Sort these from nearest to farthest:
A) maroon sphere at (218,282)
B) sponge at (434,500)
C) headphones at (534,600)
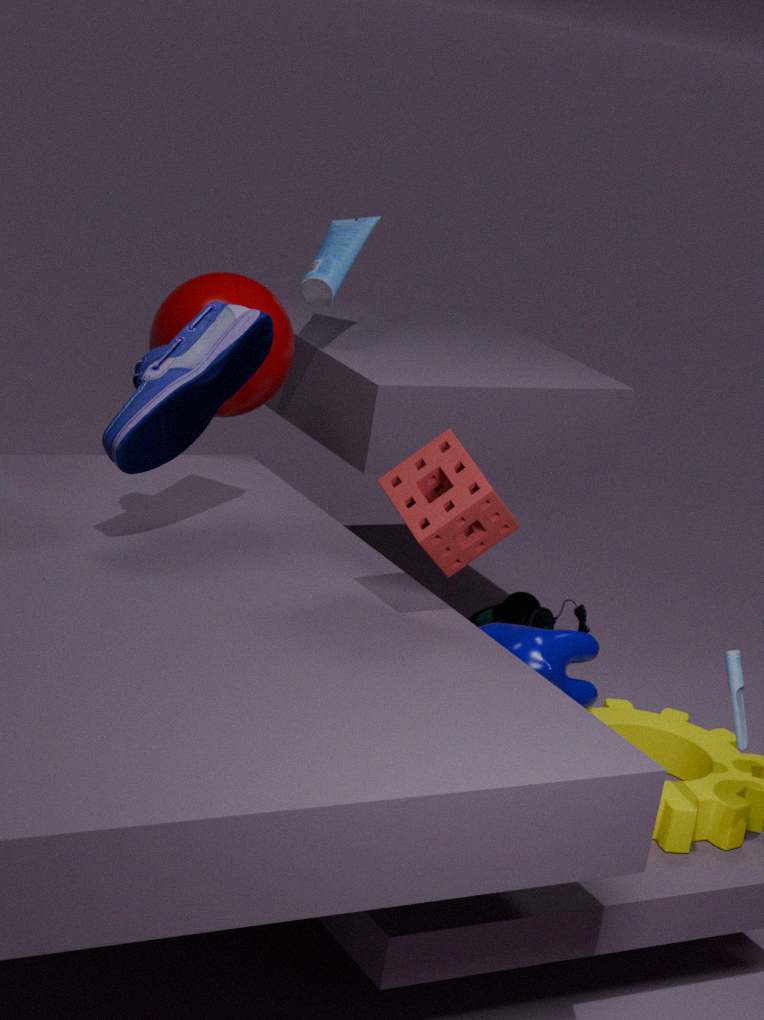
sponge at (434,500), maroon sphere at (218,282), headphones at (534,600)
